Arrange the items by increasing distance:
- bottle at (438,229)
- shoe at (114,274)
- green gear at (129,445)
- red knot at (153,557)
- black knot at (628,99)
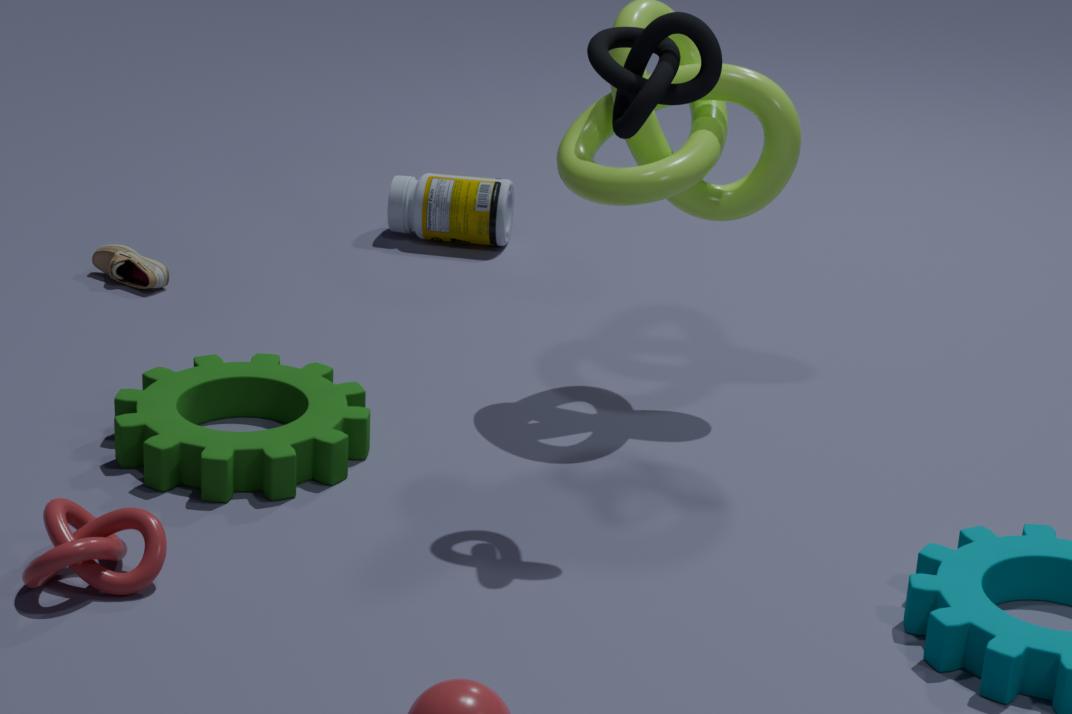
red knot at (153,557)
black knot at (628,99)
green gear at (129,445)
shoe at (114,274)
bottle at (438,229)
